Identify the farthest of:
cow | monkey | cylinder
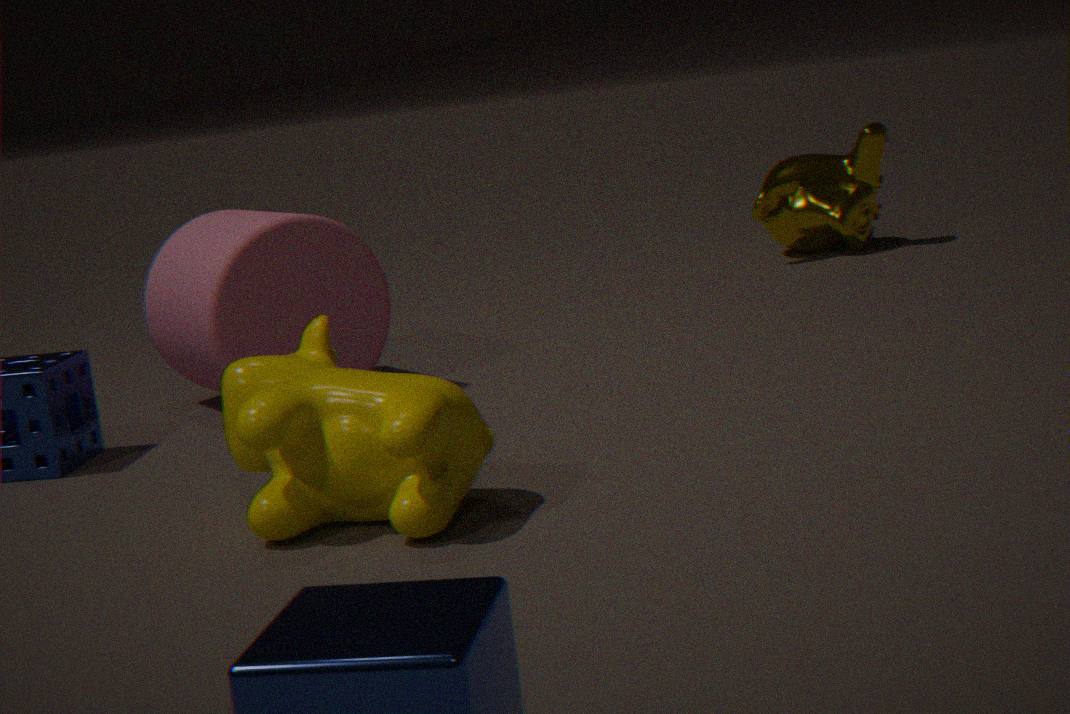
monkey
